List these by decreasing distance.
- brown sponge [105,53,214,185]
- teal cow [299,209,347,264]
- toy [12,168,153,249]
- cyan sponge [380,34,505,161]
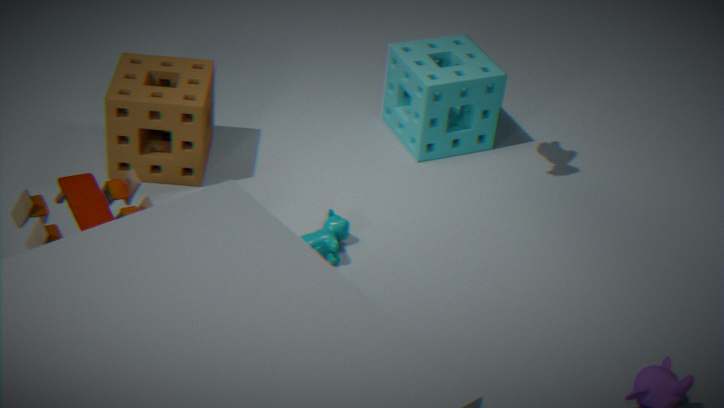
cyan sponge [380,34,505,161] → brown sponge [105,53,214,185] → teal cow [299,209,347,264] → toy [12,168,153,249]
